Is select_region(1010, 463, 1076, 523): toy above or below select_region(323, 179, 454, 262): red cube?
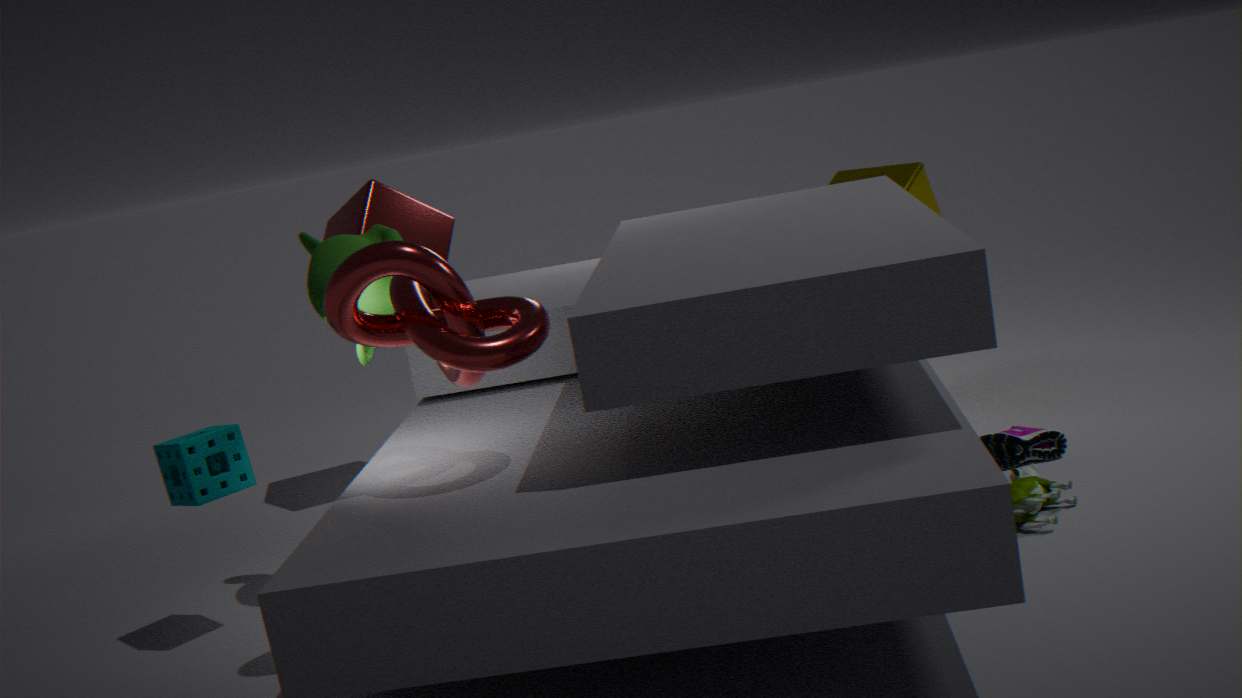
below
